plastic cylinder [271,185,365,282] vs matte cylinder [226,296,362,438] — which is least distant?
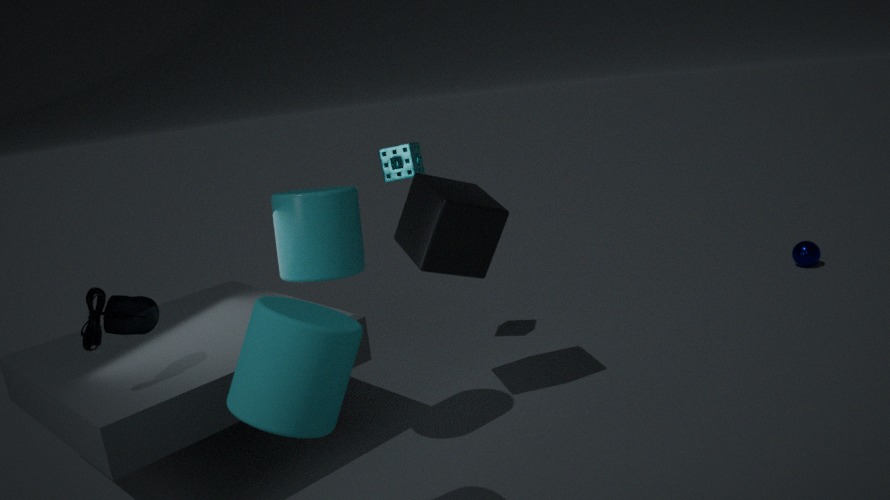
matte cylinder [226,296,362,438]
